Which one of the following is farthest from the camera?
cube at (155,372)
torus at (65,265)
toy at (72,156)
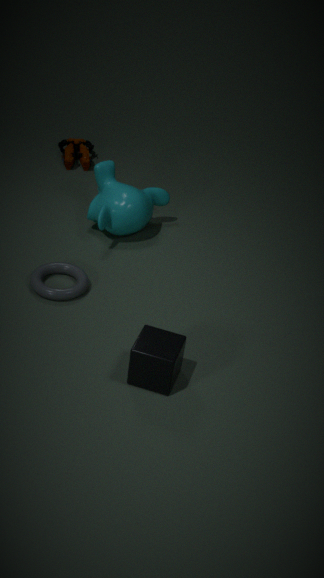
toy at (72,156)
